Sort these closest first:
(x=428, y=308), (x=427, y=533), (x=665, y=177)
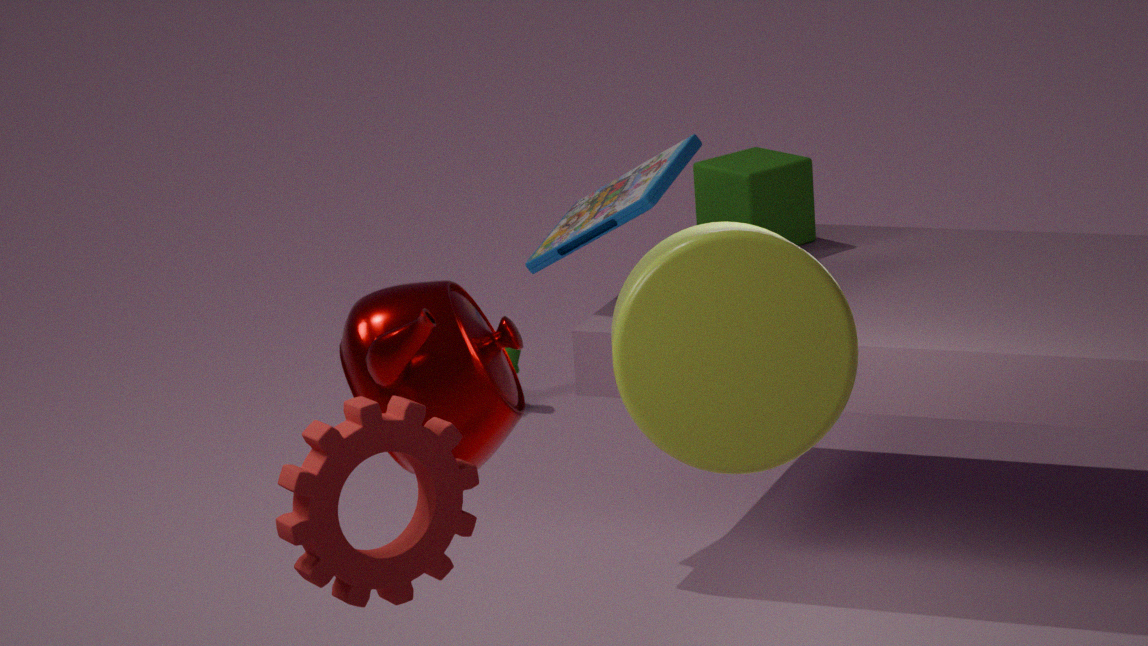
(x=427, y=533) < (x=428, y=308) < (x=665, y=177)
